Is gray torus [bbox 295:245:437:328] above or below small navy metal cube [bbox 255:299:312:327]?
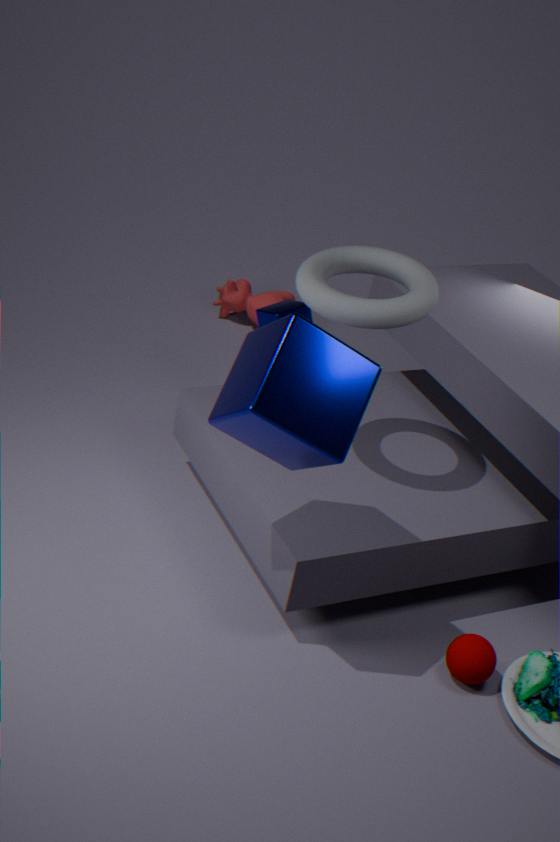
above
